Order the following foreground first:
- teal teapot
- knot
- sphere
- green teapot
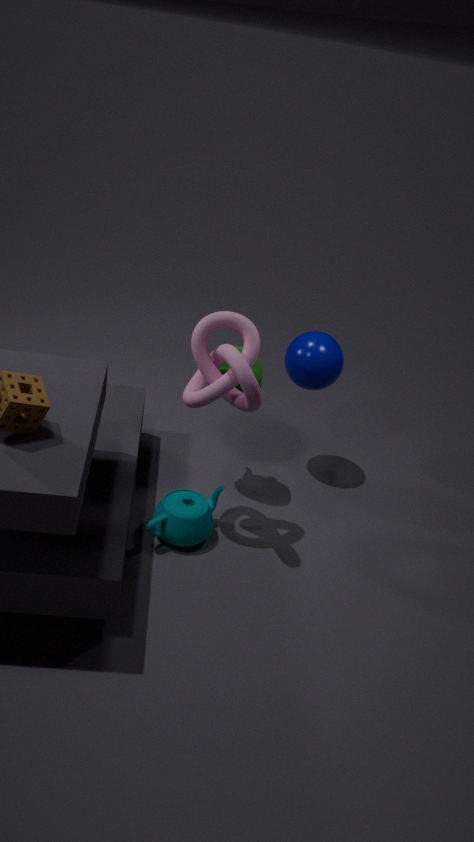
knot → teal teapot → green teapot → sphere
